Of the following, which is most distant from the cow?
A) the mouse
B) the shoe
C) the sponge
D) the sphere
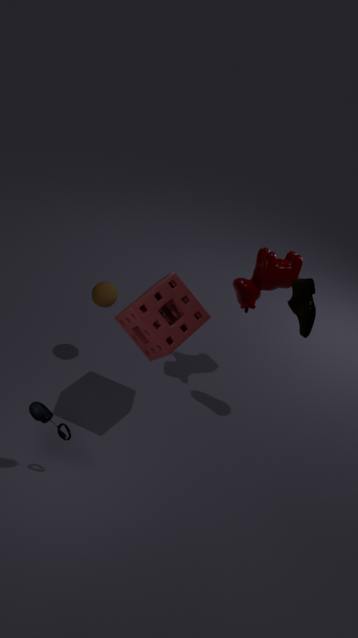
the mouse
